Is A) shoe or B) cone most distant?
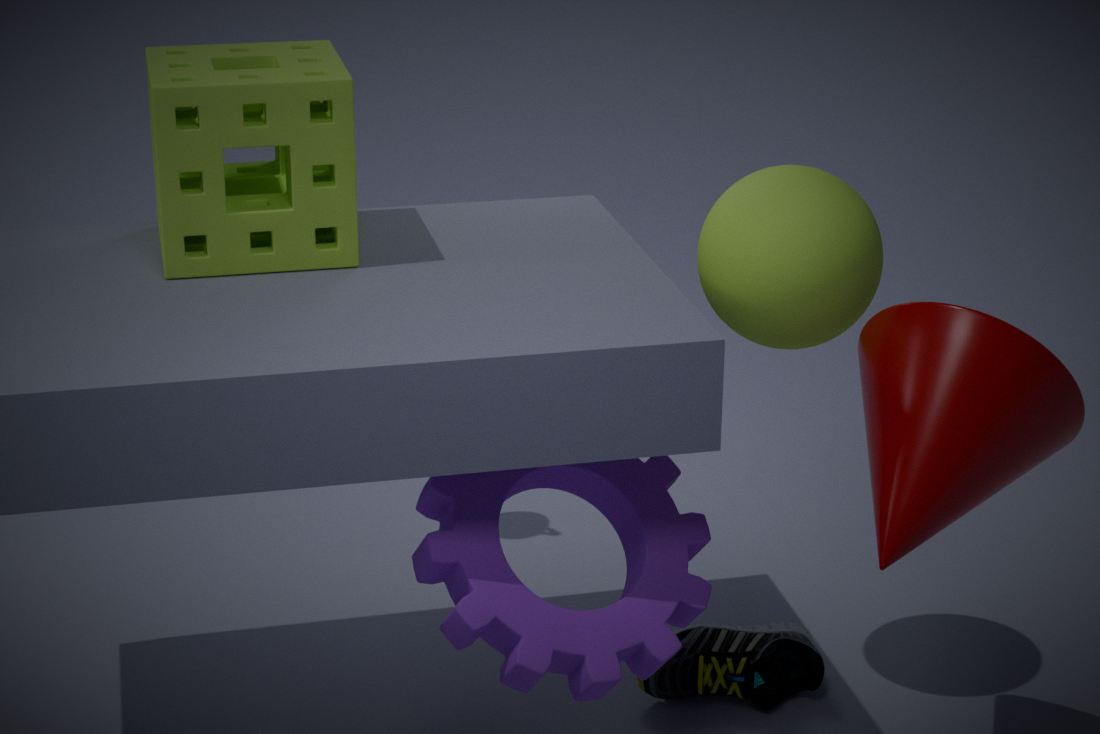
A. shoe
